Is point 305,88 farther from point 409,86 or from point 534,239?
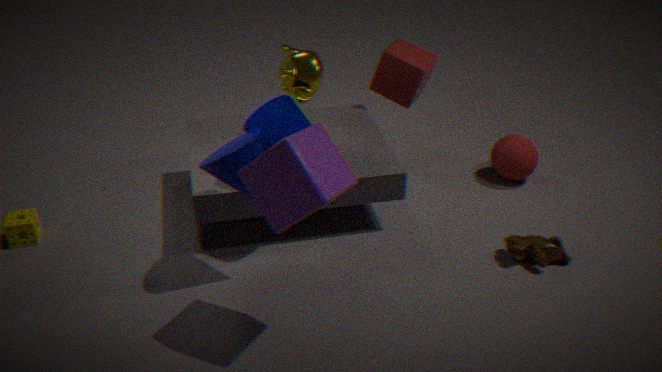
point 534,239
